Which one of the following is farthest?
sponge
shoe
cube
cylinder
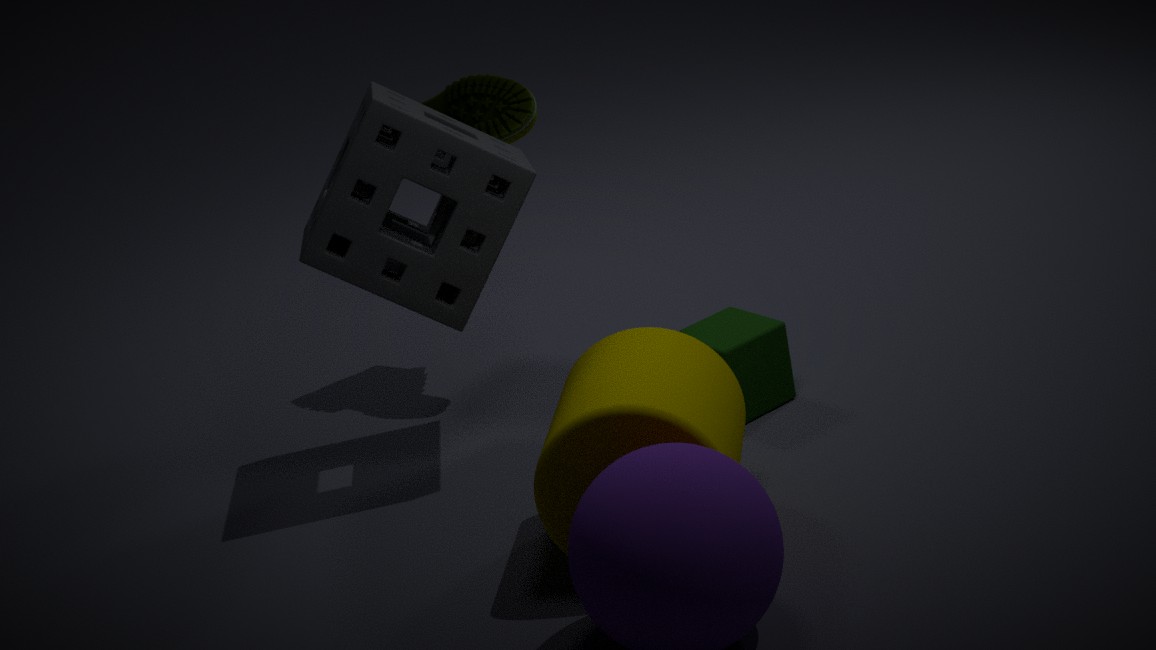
shoe
